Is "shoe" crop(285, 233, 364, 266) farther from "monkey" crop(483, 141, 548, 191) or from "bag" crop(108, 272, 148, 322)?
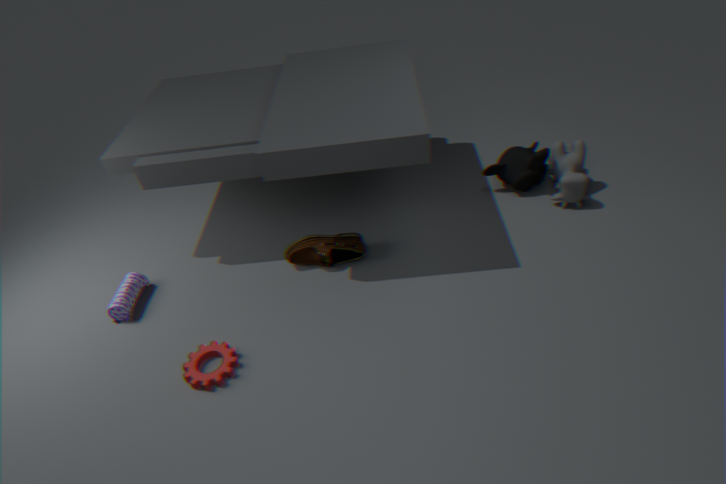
"monkey" crop(483, 141, 548, 191)
